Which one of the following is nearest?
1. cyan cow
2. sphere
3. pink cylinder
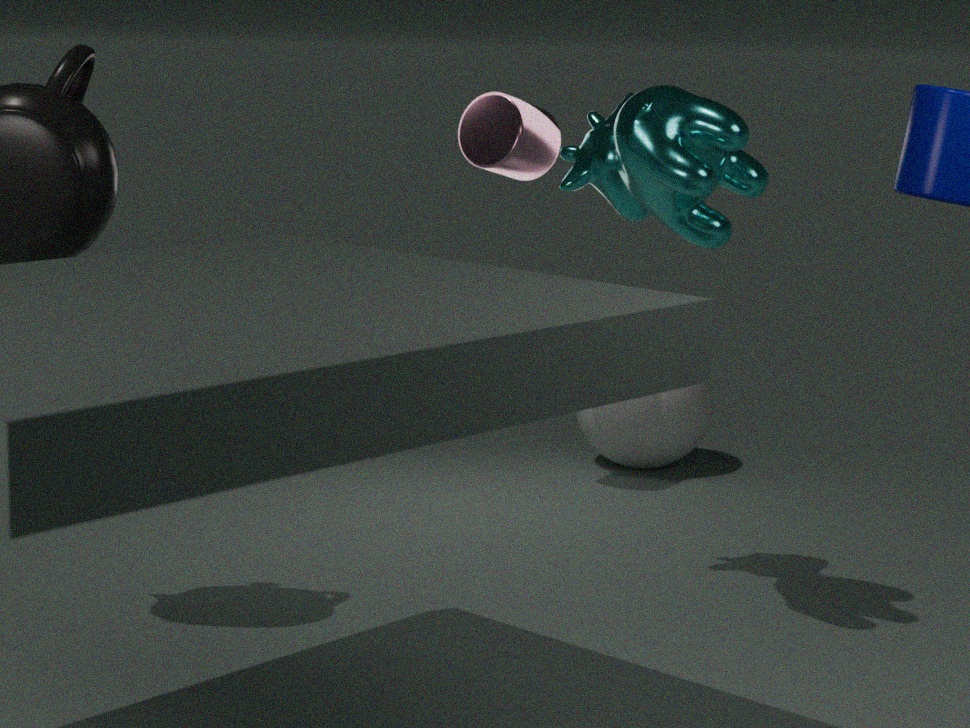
cyan cow
